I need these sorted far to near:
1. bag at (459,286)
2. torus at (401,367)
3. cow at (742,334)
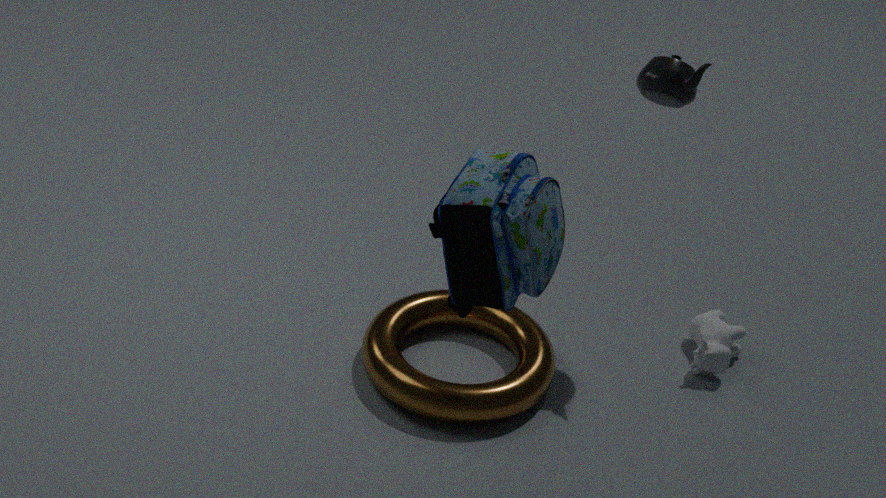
cow at (742,334) < torus at (401,367) < bag at (459,286)
